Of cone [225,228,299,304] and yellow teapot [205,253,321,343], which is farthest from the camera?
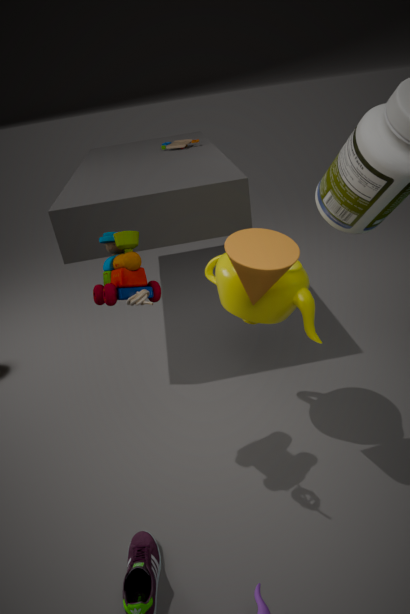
yellow teapot [205,253,321,343]
